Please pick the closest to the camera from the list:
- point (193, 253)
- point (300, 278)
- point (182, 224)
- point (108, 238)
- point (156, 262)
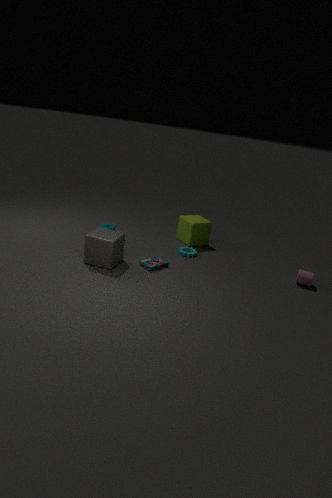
point (108, 238)
